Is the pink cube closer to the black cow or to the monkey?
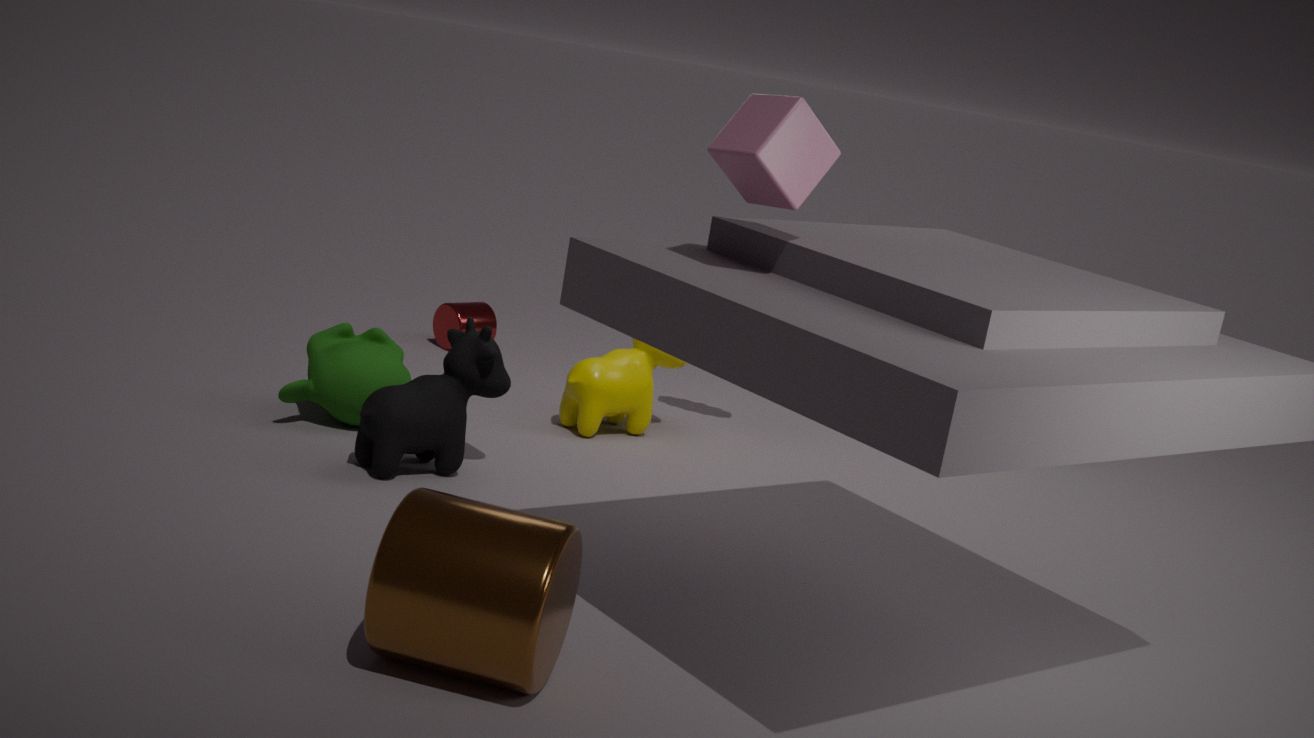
the black cow
